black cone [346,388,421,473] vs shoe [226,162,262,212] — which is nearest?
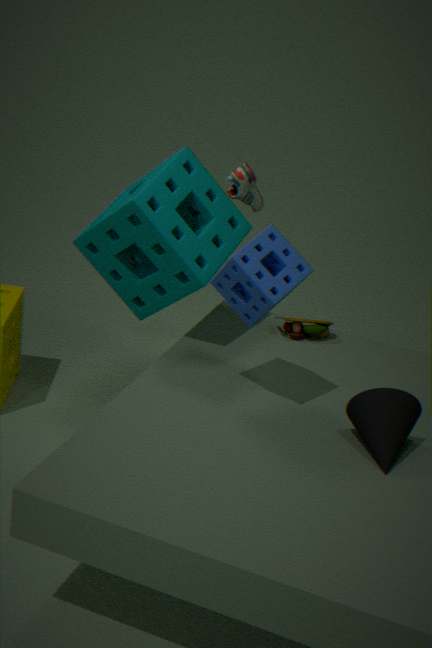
black cone [346,388,421,473]
